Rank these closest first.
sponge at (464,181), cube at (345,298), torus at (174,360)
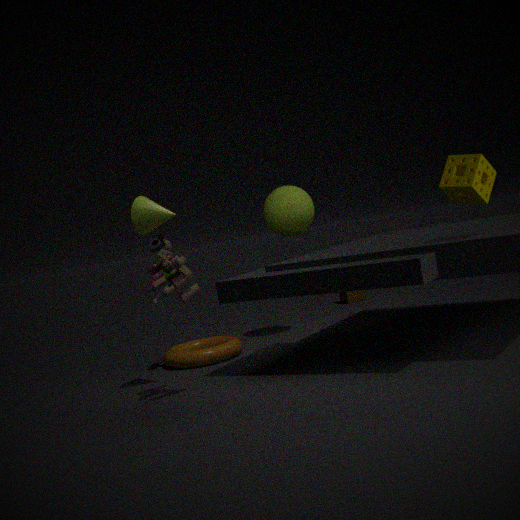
sponge at (464,181)
torus at (174,360)
cube at (345,298)
